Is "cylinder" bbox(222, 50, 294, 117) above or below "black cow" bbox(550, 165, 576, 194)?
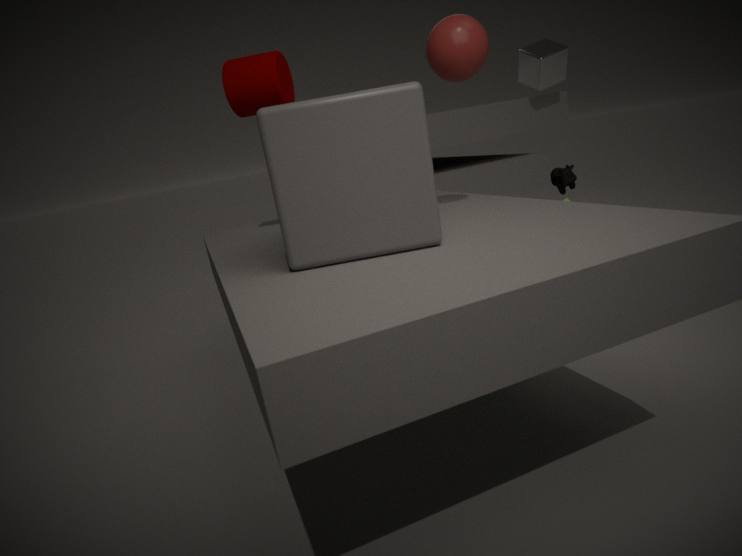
above
